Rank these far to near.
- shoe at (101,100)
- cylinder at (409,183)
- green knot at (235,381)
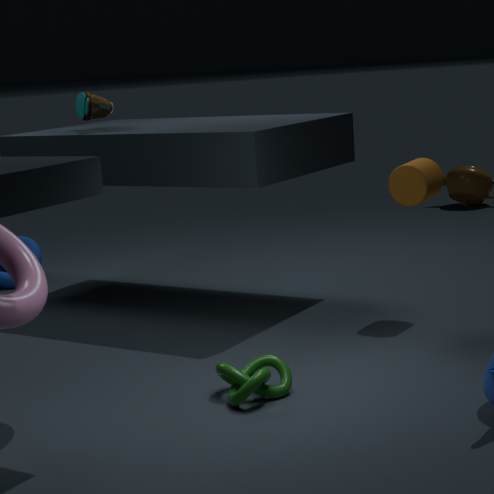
1. shoe at (101,100)
2. cylinder at (409,183)
3. green knot at (235,381)
